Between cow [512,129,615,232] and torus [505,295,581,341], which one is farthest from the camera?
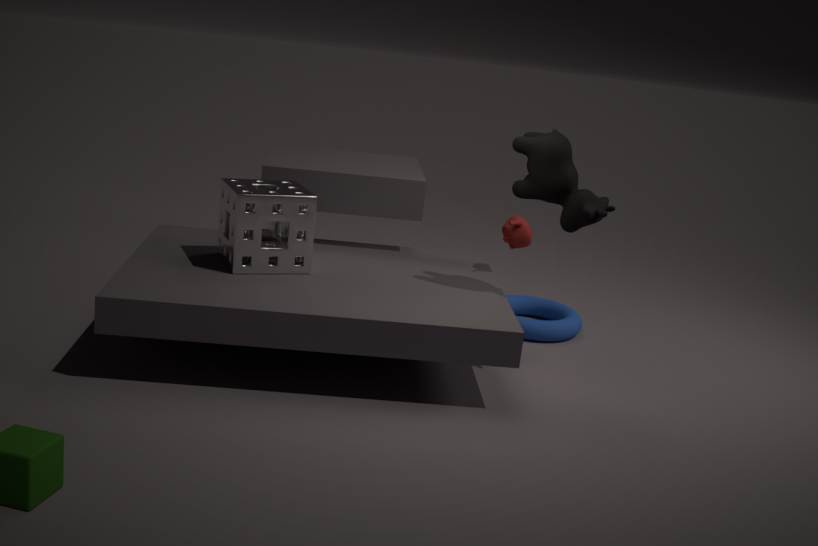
torus [505,295,581,341]
